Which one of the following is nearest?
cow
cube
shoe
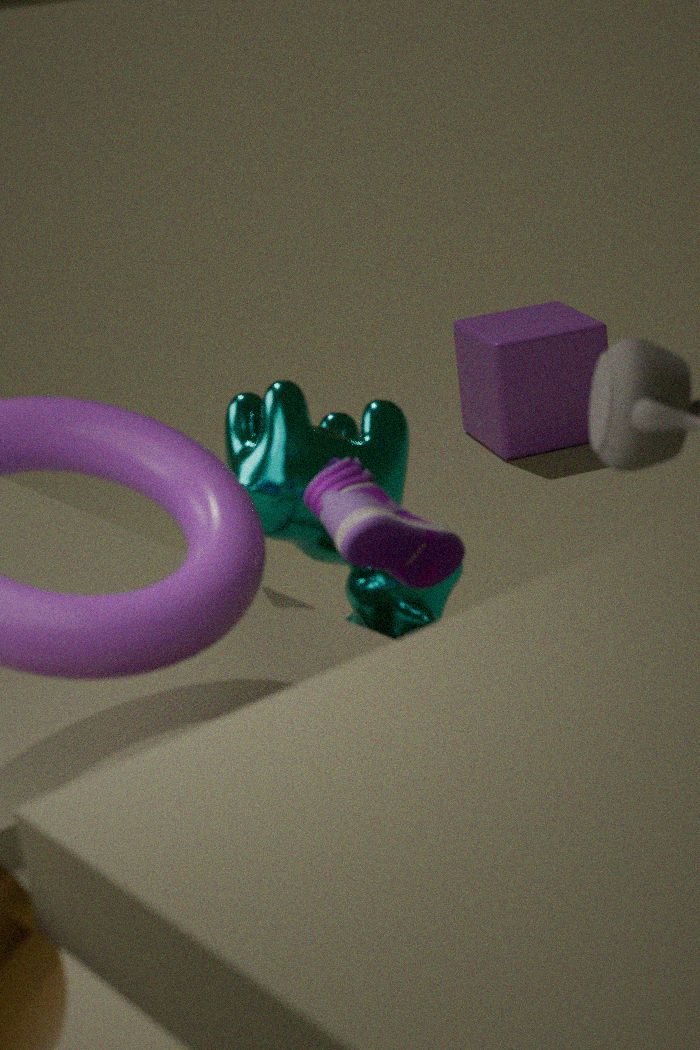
shoe
